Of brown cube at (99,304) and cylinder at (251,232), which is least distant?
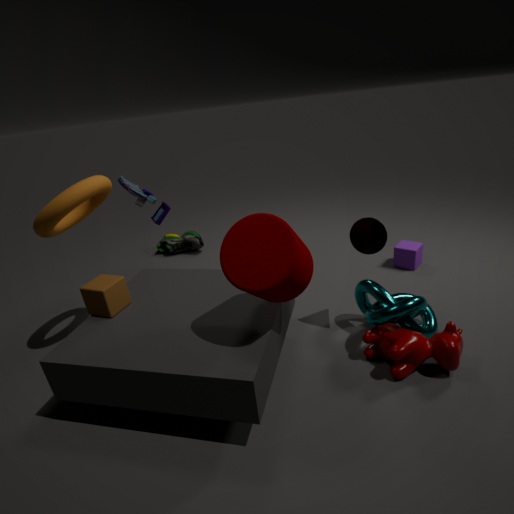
cylinder at (251,232)
